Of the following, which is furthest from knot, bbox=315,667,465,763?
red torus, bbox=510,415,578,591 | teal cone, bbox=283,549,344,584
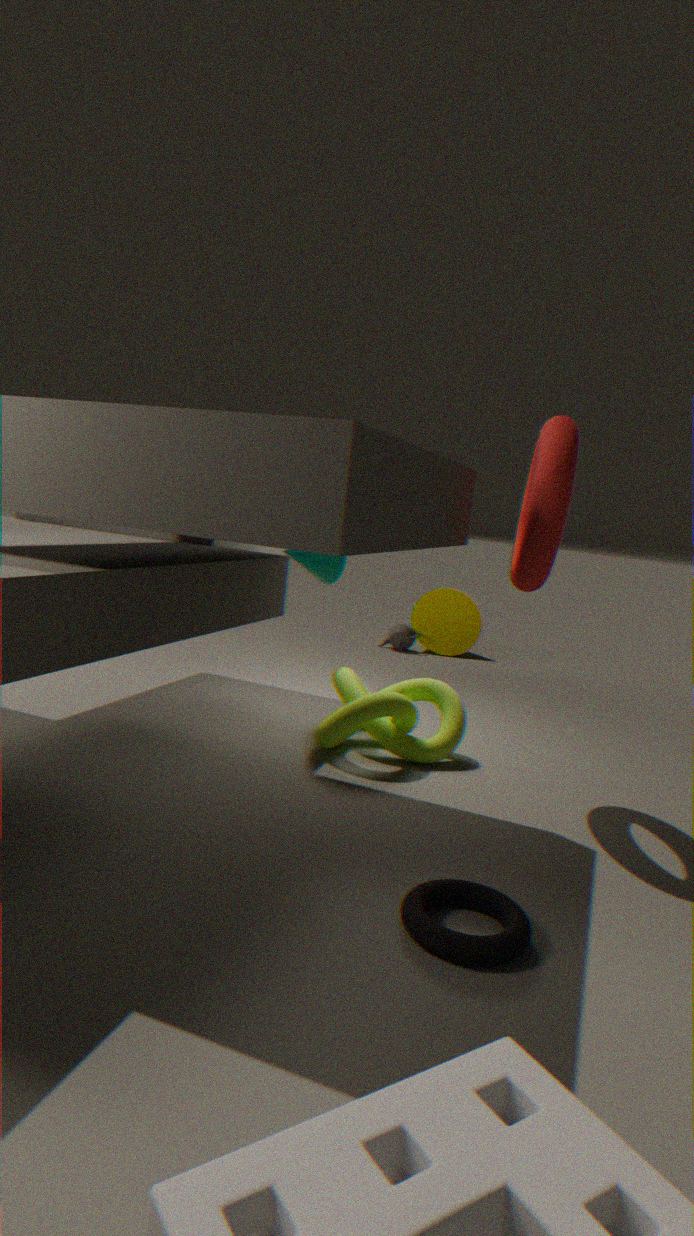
red torus, bbox=510,415,578,591
